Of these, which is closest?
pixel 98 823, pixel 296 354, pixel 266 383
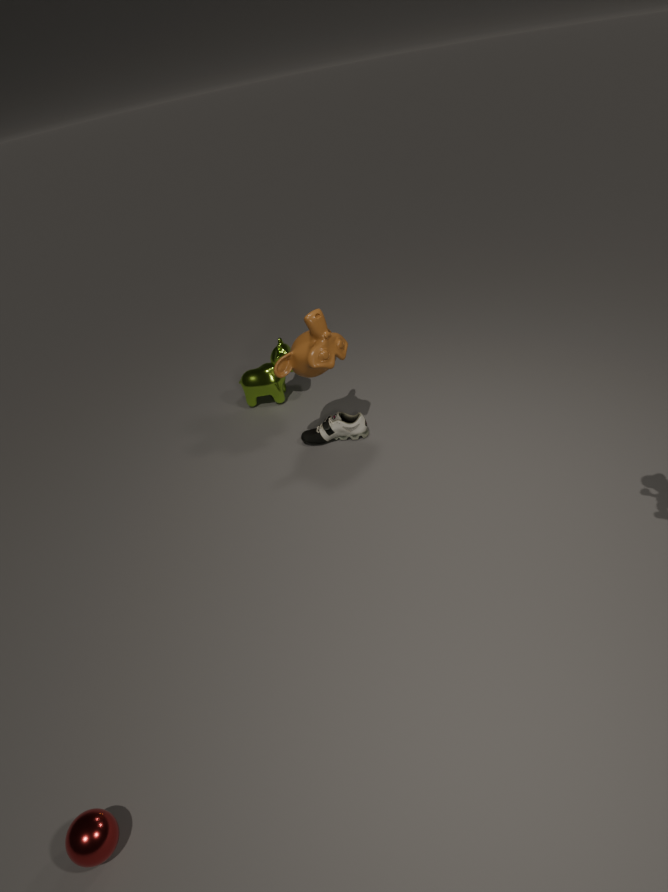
pixel 98 823
